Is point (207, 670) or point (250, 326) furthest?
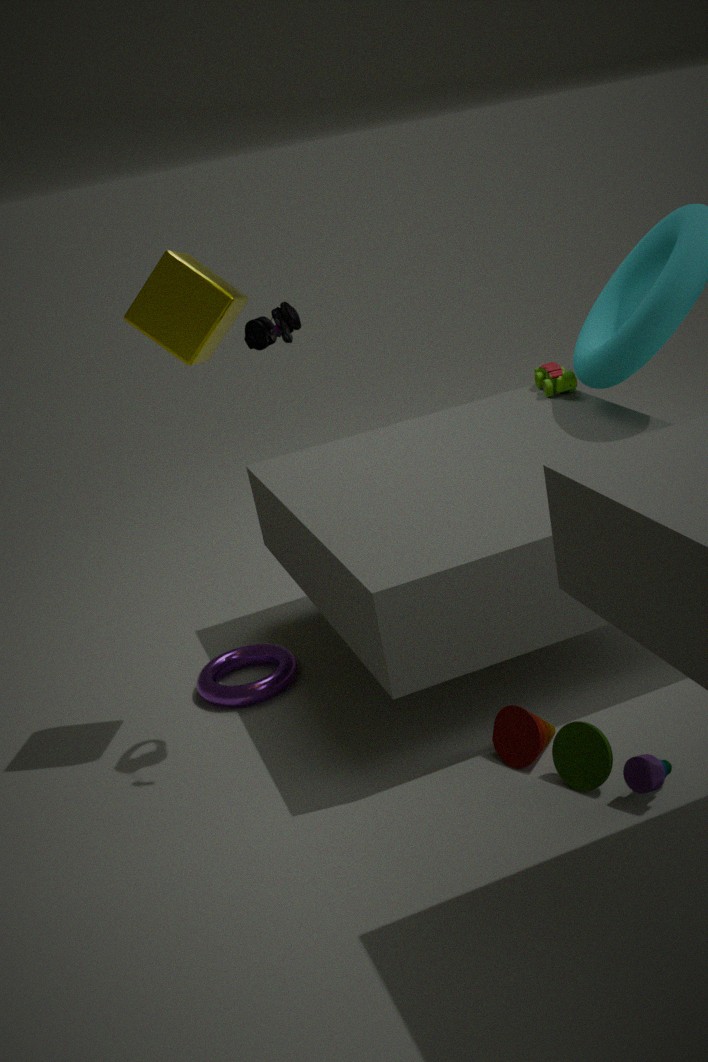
point (207, 670)
